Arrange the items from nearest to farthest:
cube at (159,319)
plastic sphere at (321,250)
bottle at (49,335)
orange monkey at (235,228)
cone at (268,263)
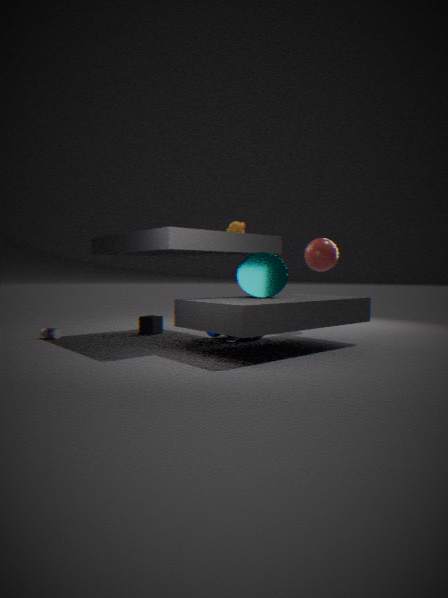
cone at (268,263)
bottle at (49,335)
orange monkey at (235,228)
cube at (159,319)
plastic sphere at (321,250)
